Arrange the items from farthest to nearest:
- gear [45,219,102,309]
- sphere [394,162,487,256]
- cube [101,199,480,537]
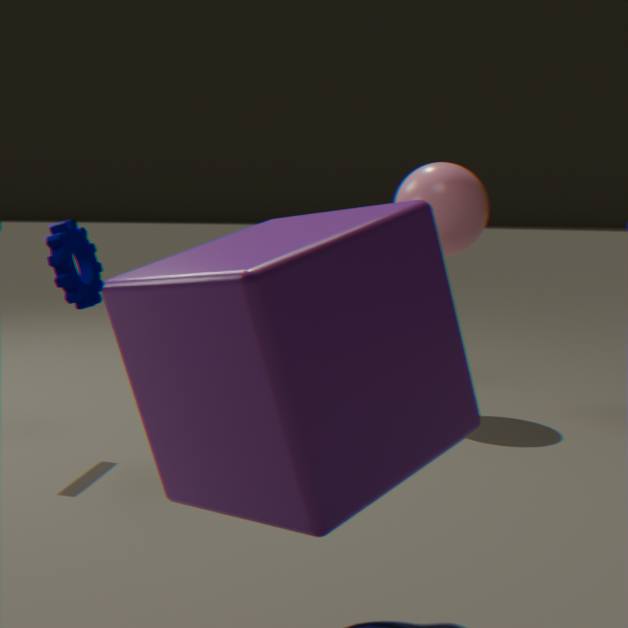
sphere [394,162,487,256] < gear [45,219,102,309] < cube [101,199,480,537]
